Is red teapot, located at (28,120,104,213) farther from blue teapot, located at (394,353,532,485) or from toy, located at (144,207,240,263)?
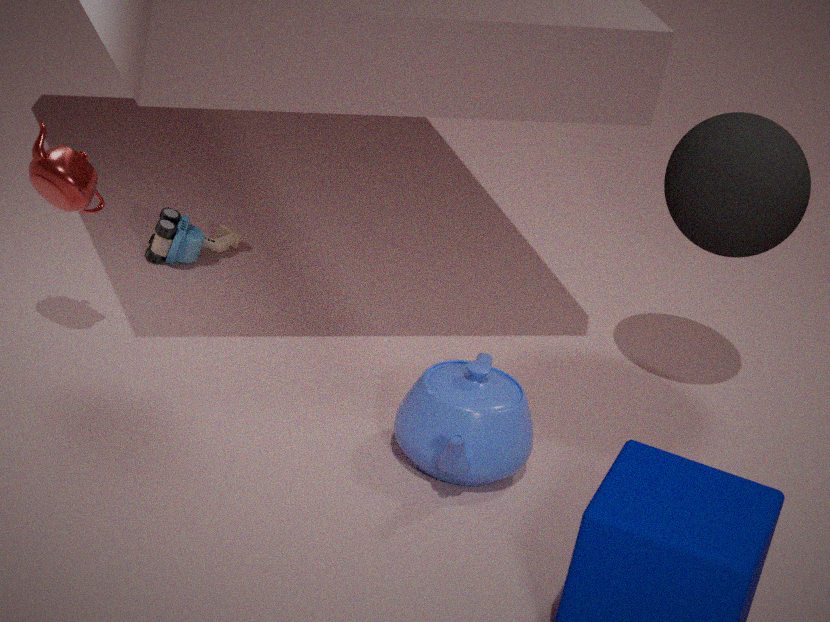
blue teapot, located at (394,353,532,485)
